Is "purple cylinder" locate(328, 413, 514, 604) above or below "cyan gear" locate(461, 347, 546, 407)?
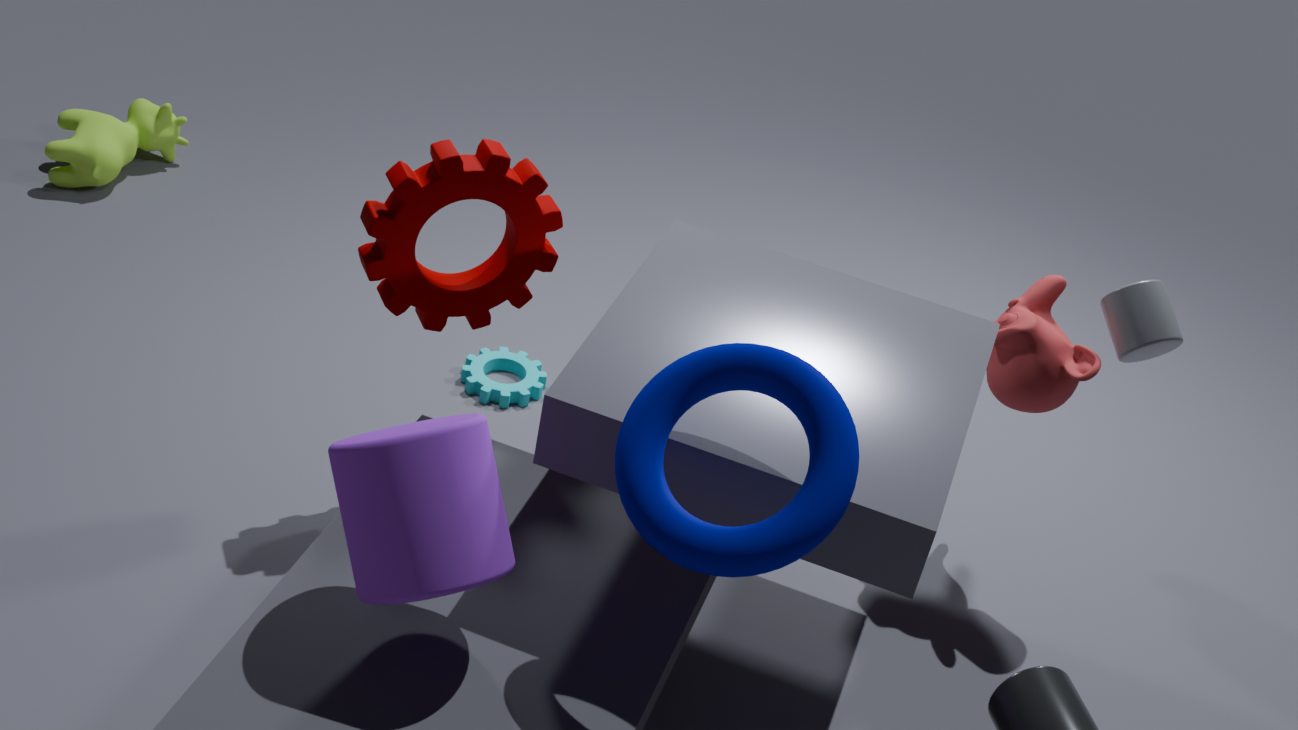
above
